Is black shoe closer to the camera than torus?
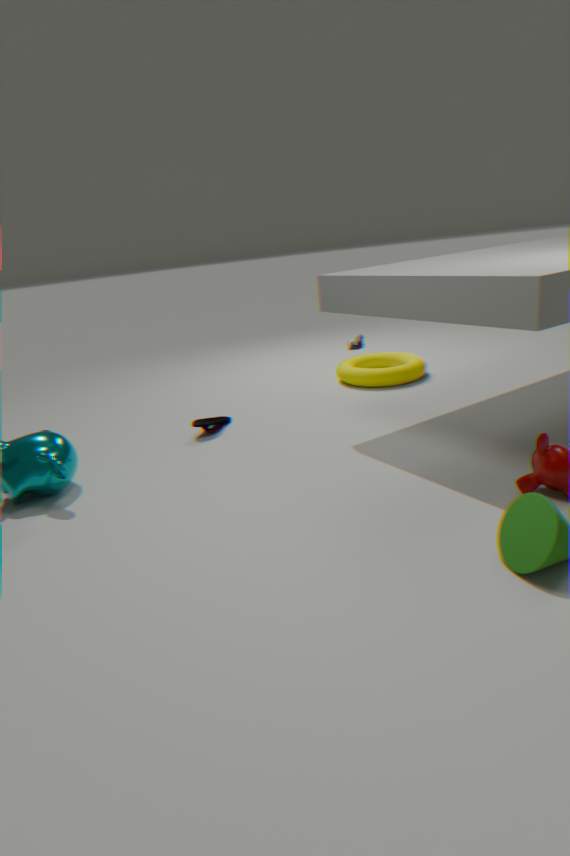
Yes
